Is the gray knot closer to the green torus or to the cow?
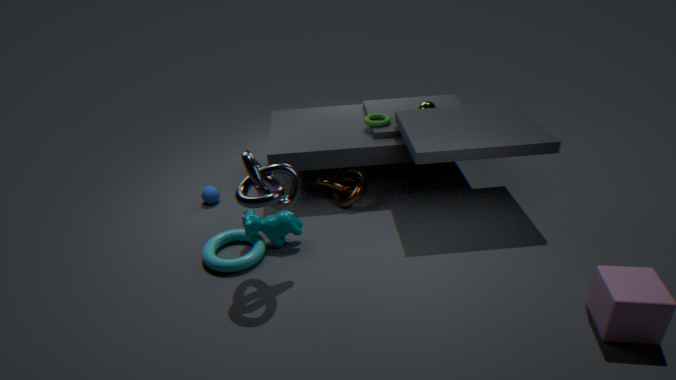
the cow
